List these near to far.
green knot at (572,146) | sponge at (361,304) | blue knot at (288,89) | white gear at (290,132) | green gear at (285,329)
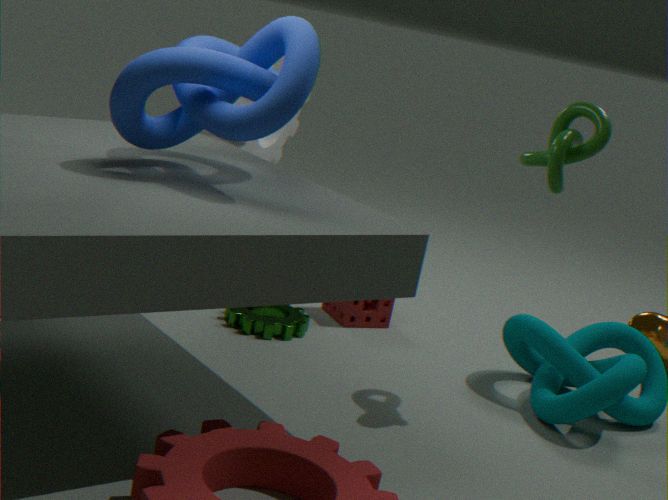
blue knot at (288,89) → green knot at (572,146) → green gear at (285,329) → white gear at (290,132) → sponge at (361,304)
